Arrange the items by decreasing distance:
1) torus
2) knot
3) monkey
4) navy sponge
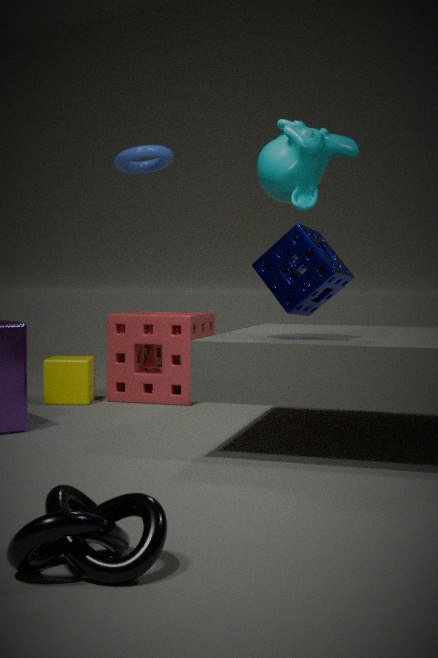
1. torus → 3. monkey → 4. navy sponge → 2. knot
